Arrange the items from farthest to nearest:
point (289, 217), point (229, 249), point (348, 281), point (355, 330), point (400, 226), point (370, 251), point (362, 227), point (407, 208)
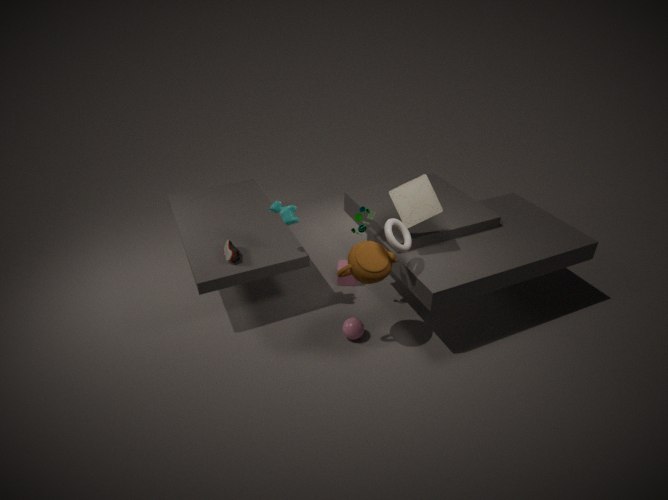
1. point (348, 281)
2. point (229, 249)
3. point (362, 227)
4. point (355, 330)
5. point (289, 217)
6. point (407, 208)
7. point (400, 226)
8. point (370, 251)
